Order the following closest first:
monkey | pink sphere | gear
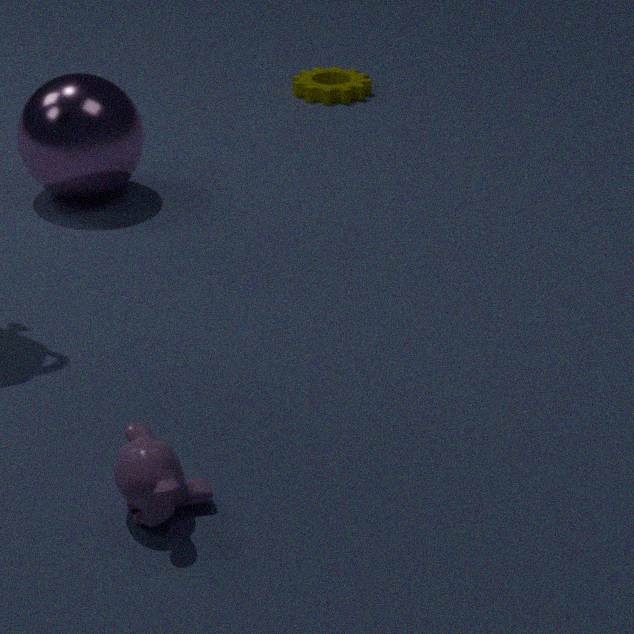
monkey → pink sphere → gear
